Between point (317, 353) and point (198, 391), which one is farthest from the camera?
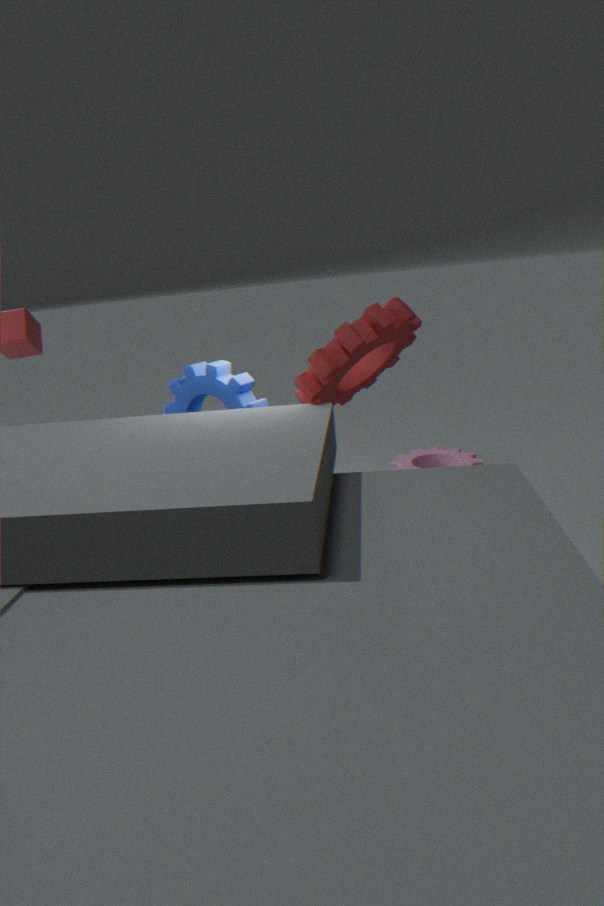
point (198, 391)
